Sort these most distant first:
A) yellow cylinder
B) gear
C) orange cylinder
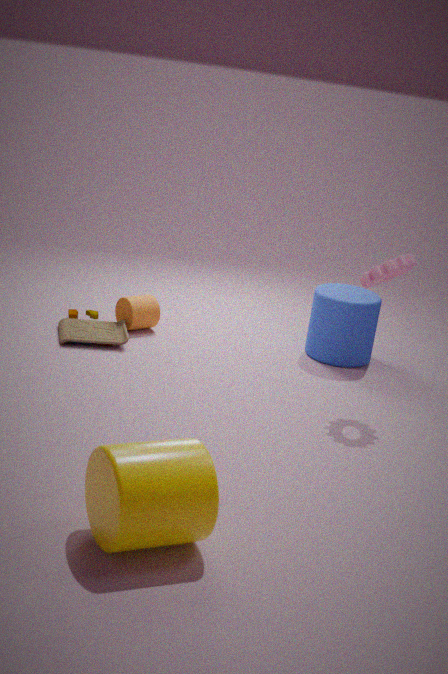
1. orange cylinder
2. gear
3. yellow cylinder
